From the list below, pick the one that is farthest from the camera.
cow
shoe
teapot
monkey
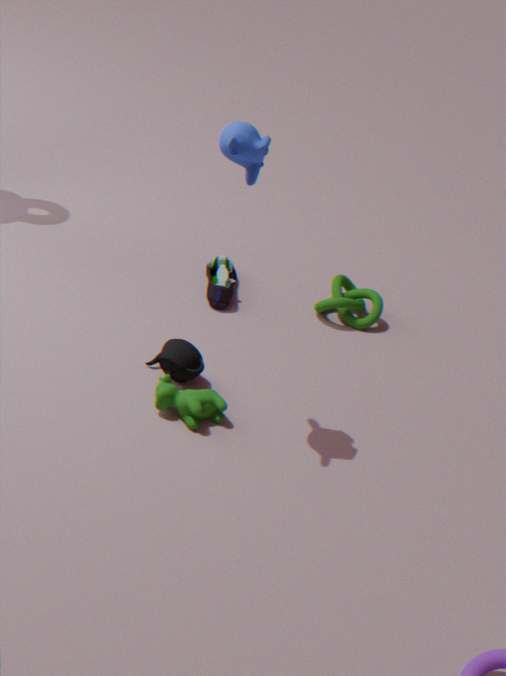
shoe
